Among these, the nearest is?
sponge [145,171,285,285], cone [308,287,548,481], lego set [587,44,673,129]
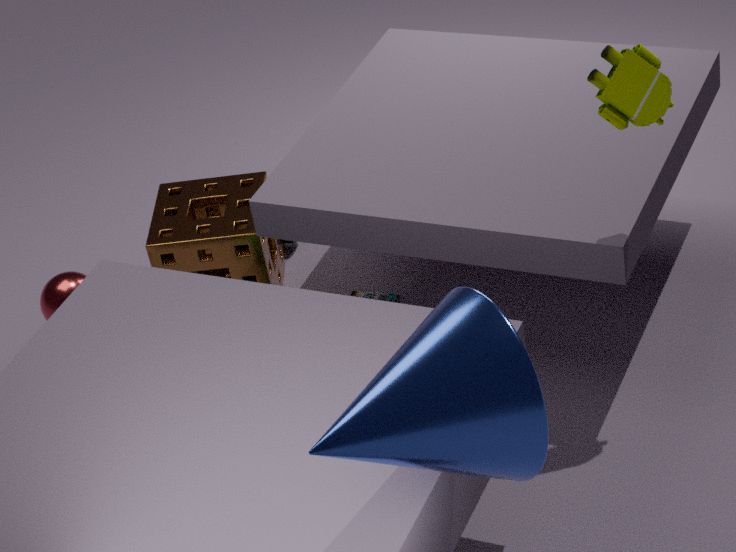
cone [308,287,548,481]
